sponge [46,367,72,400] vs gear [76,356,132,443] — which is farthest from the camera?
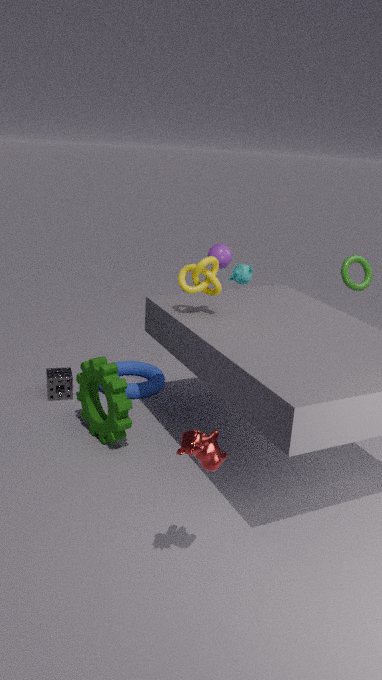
sponge [46,367,72,400]
